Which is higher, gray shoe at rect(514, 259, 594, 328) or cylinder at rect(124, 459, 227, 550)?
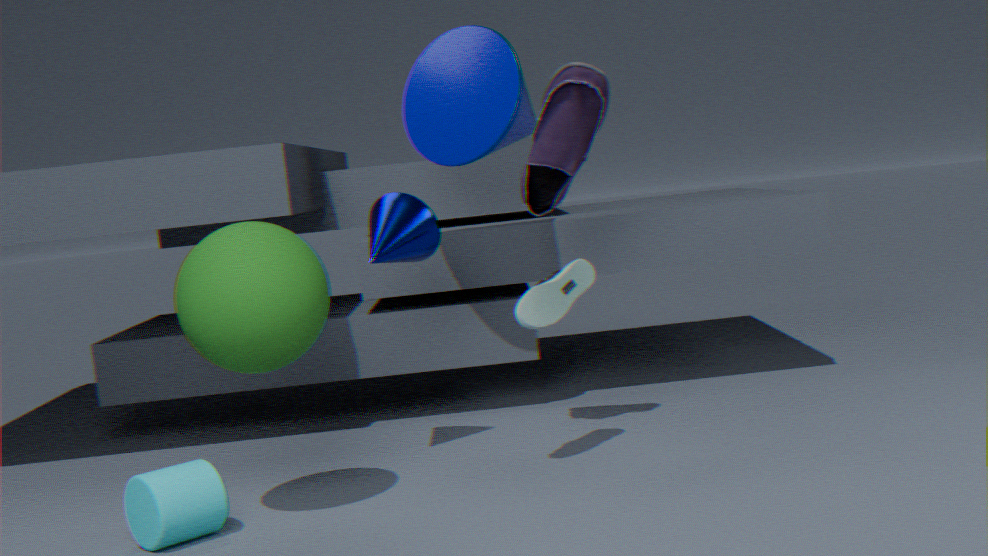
gray shoe at rect(514, 259, 594, 328)
